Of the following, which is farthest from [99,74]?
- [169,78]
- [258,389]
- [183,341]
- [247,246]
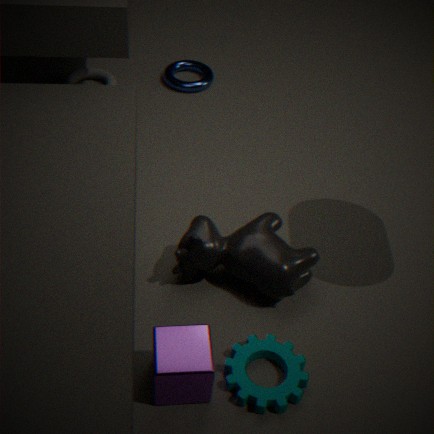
[258,389]
